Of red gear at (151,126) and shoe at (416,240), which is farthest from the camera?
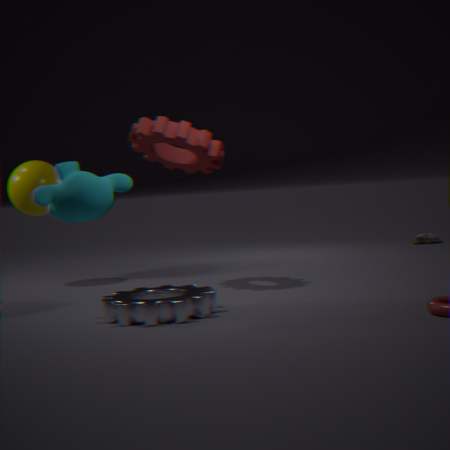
shoe at (416,240)
